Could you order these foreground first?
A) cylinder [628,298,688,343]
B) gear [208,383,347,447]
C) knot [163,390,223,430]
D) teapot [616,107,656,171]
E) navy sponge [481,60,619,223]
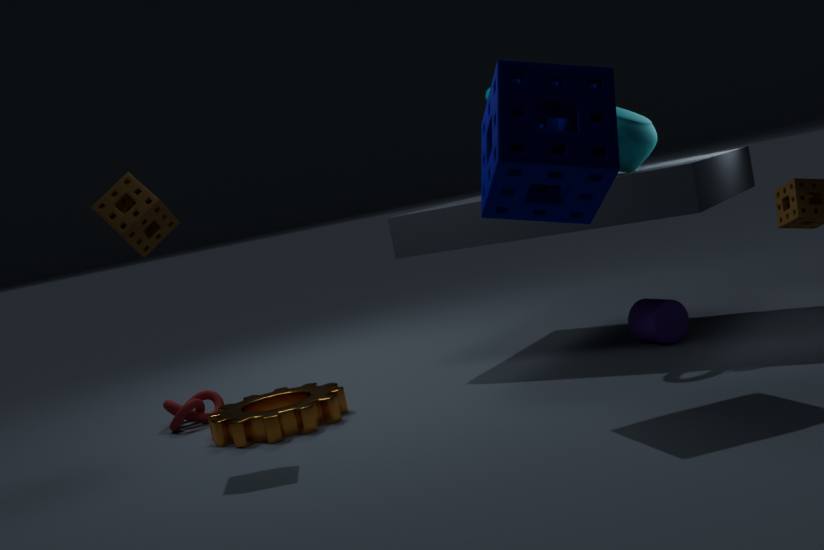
E. navy sponge [481,60,619,223]
B. gear [208,383,347,447]
D. teapot [616,107,656,171]
A. cylinder [628,298,688,343]
C. knot [163,390,223,430]
